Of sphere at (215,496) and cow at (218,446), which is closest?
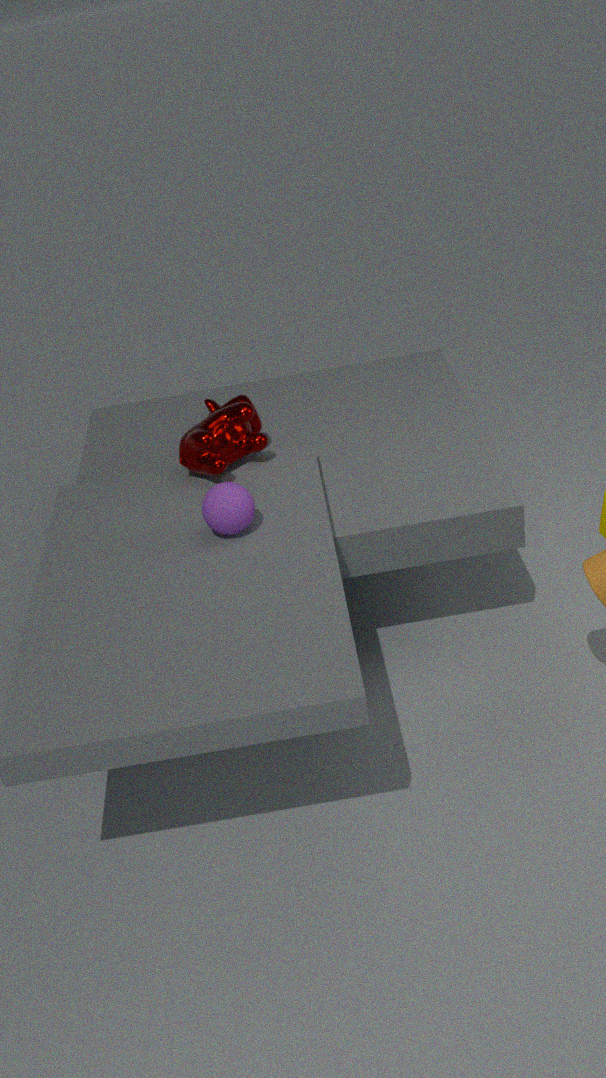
sphere at (215,496)
